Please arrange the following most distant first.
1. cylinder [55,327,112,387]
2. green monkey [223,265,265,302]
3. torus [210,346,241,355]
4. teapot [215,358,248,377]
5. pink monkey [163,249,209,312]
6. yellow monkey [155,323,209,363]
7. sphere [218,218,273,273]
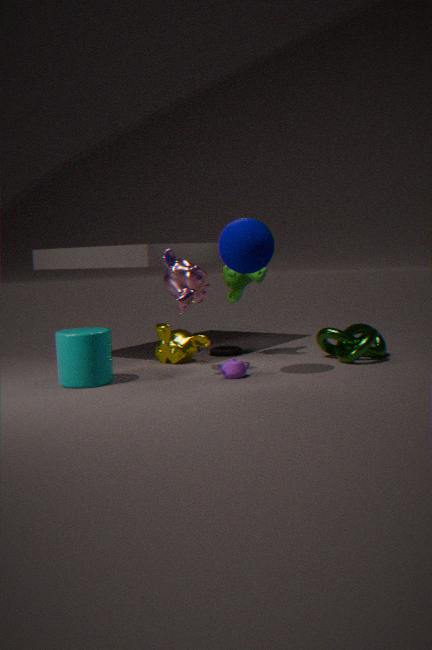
torus [210,346,241,355], yellow monkey [155,323,209,363], green monkey [223,265,265,302], teapot [215,358,248,377], pink monkey [163,249,209,312], cylinder [55,327,112,387], sphere [218,218,273,273]
